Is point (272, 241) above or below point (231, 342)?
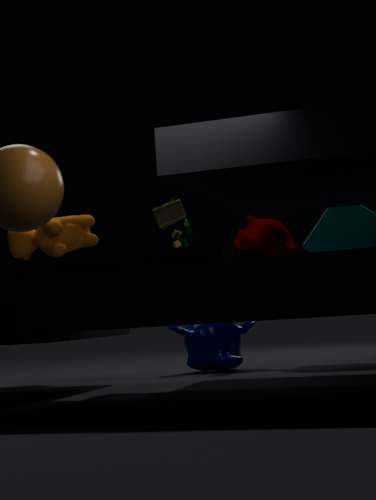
above
